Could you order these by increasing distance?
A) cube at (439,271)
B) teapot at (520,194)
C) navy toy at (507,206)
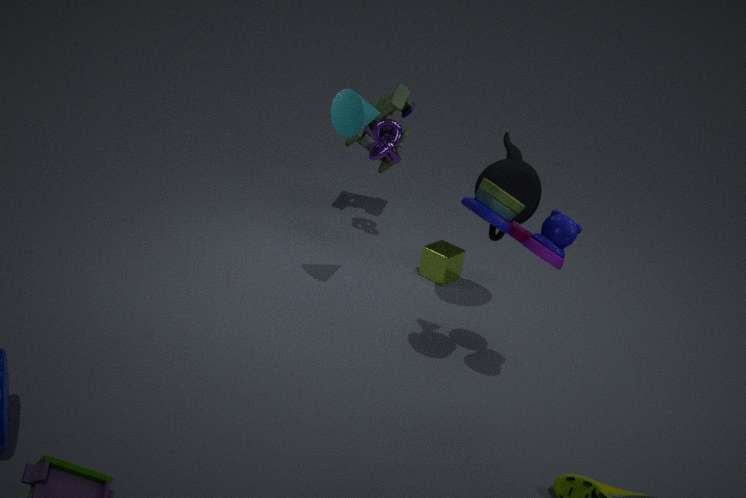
navy toy at (507,206) < teapot at (520,194) < cube at (439,271)
